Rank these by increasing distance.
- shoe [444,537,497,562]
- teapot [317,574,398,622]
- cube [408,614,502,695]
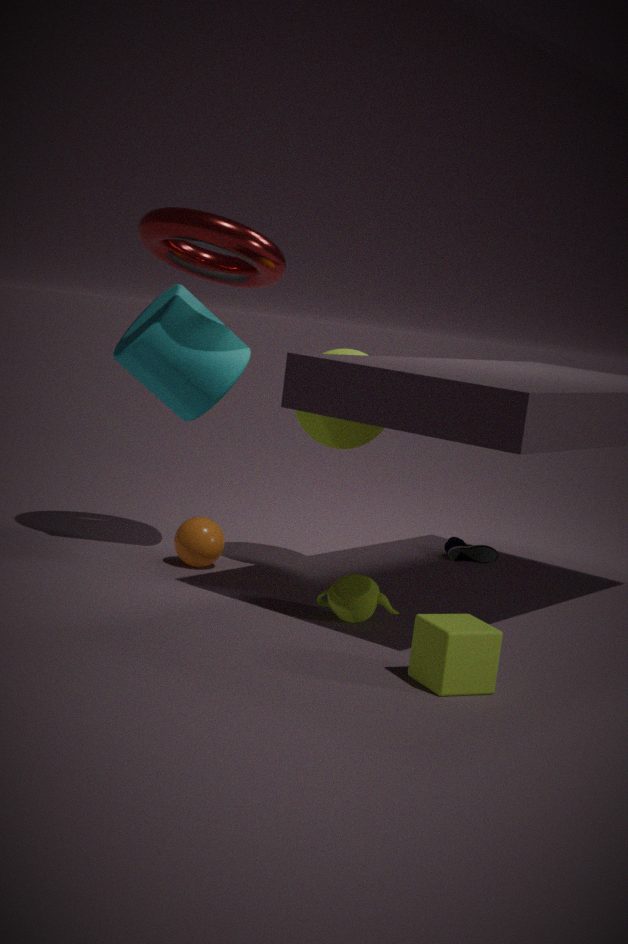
cube [408,614,502,695], teapot [317,574,398,622], shoe [444,537,497,562]
